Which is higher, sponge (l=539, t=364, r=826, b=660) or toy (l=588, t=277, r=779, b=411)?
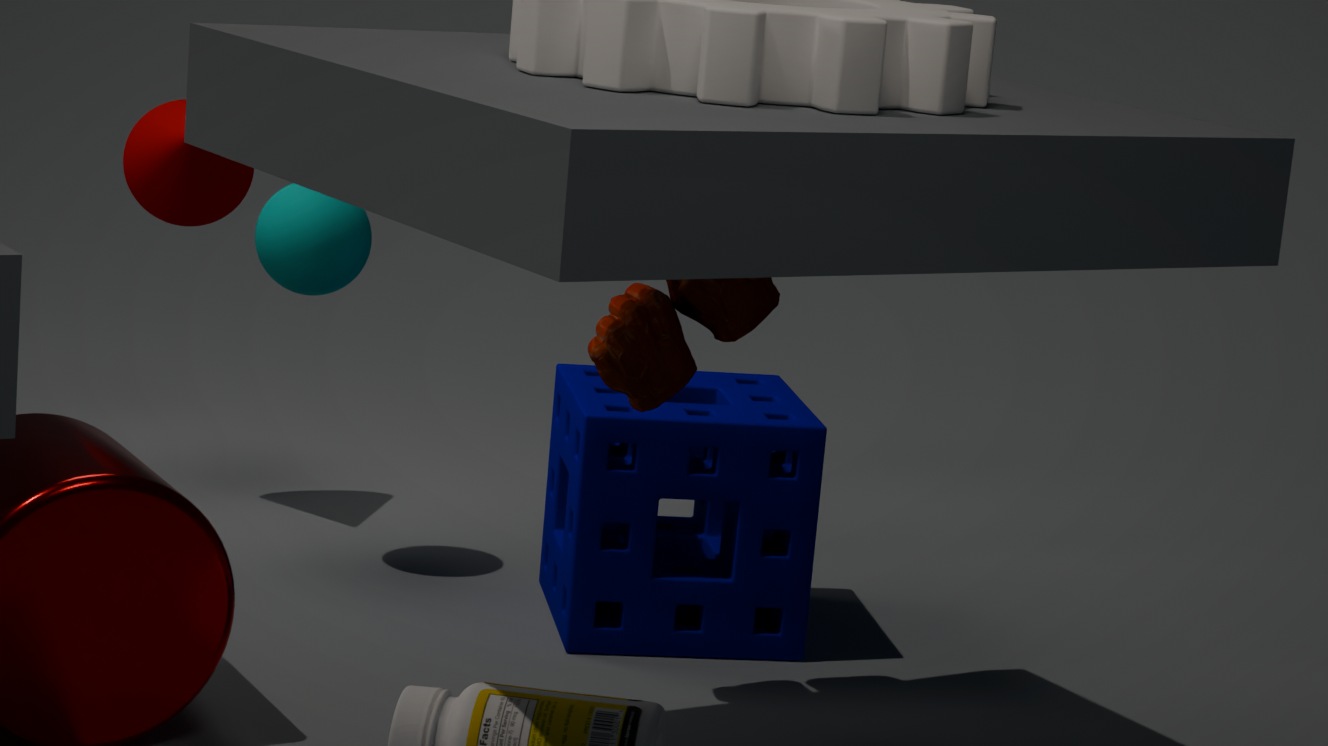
toy (l=588, t=277, r=779, b=411)
